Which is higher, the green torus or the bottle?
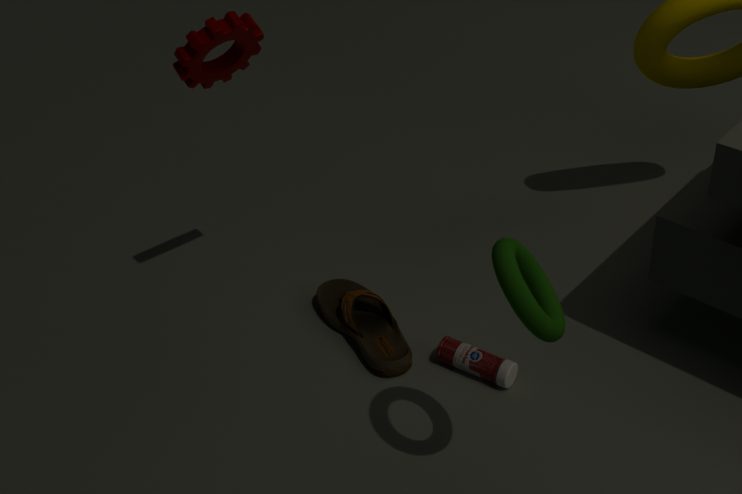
the green torus
